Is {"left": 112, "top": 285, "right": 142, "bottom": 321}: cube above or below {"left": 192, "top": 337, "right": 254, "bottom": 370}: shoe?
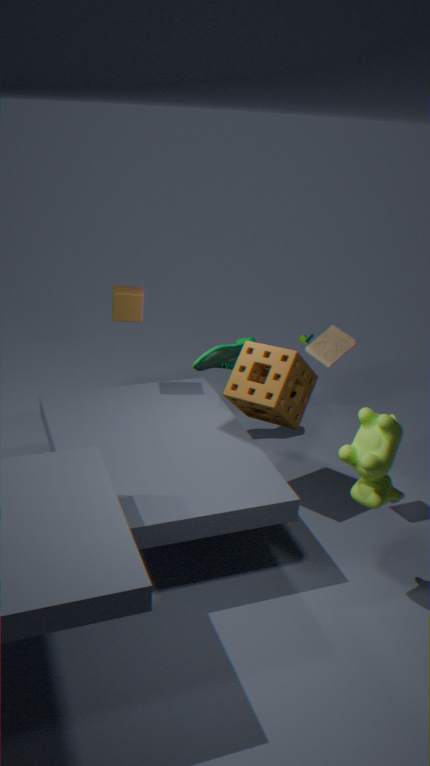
above
